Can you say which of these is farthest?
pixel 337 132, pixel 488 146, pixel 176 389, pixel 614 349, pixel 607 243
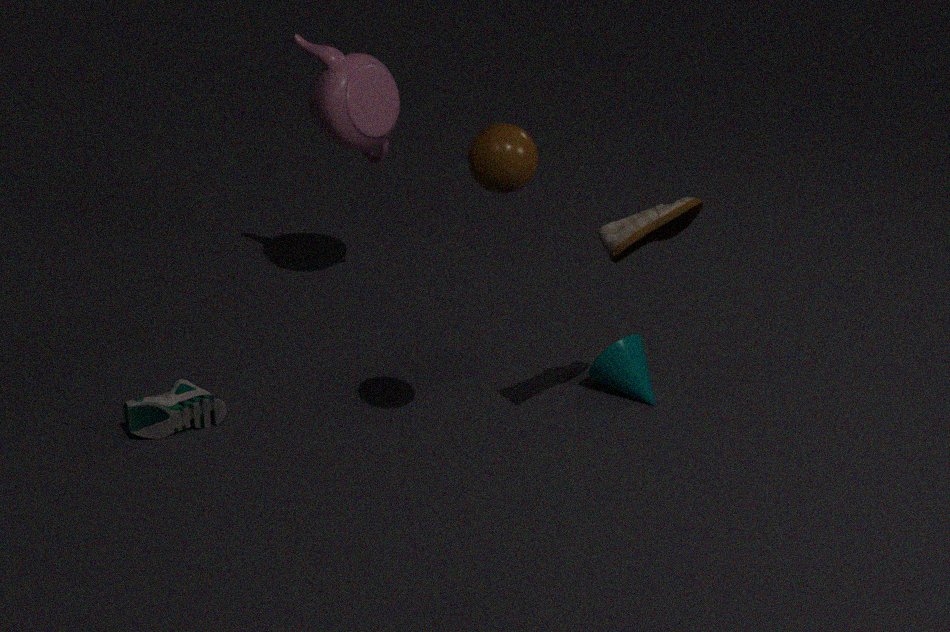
pixel 337 132
